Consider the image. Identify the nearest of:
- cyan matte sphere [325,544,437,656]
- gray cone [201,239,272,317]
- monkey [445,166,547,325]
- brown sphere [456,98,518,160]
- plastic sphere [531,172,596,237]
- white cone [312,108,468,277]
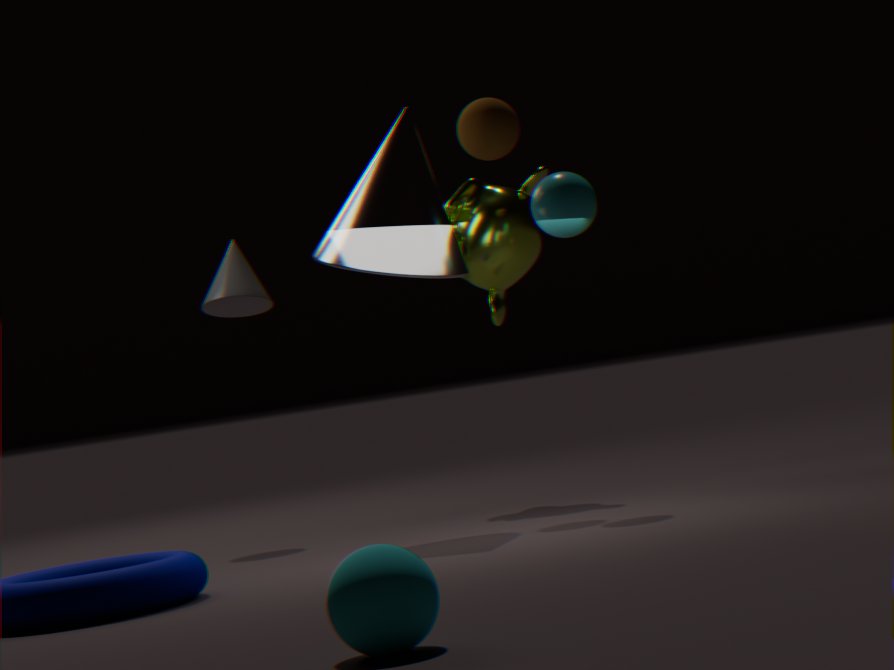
cyan matte sphere [325,544,437,656]
